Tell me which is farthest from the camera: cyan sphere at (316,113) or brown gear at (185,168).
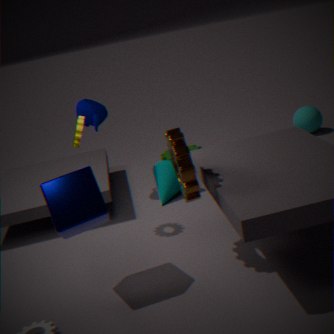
cyan sphere at (316,113)
